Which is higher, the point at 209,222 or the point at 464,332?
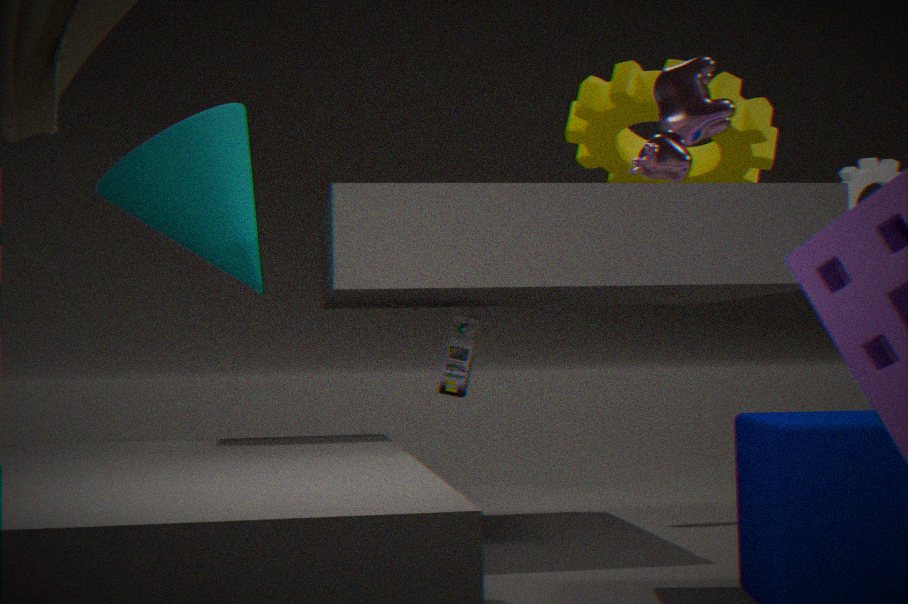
the point at 209,222
